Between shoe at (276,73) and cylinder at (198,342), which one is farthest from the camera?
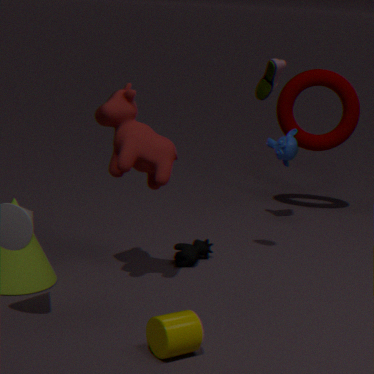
shoe at (276,73)
